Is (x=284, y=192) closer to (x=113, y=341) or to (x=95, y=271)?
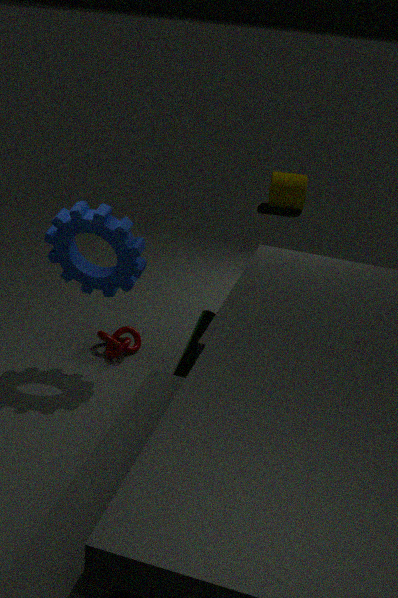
(x=113, y=341)
